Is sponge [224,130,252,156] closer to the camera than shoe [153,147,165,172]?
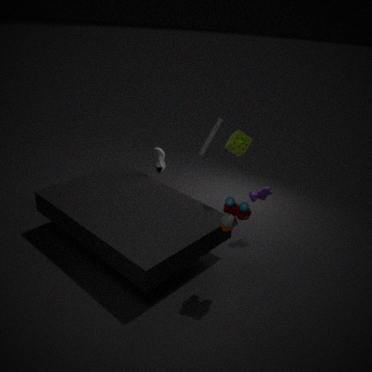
Yes
